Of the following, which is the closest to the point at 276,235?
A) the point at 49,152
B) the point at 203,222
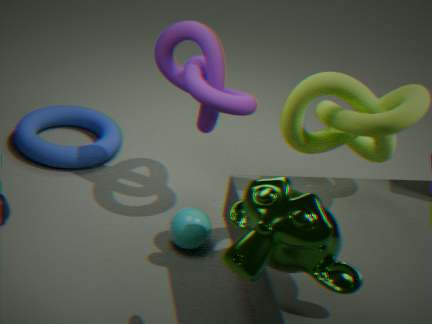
the point at 203,222
